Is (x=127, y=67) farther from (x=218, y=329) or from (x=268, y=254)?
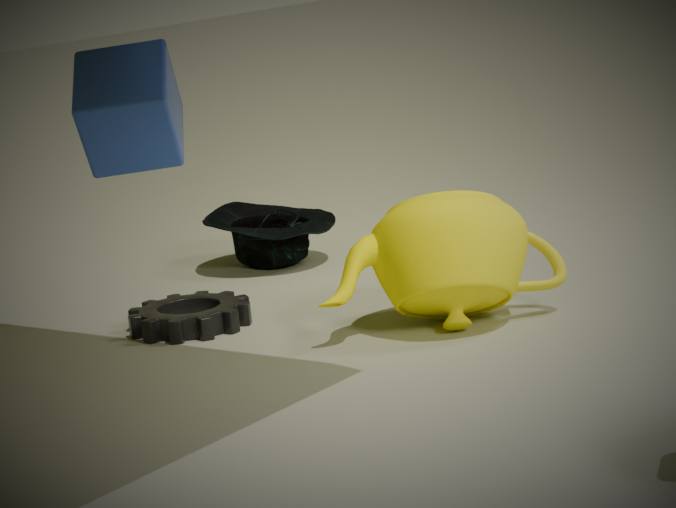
(x=268, y=254)
